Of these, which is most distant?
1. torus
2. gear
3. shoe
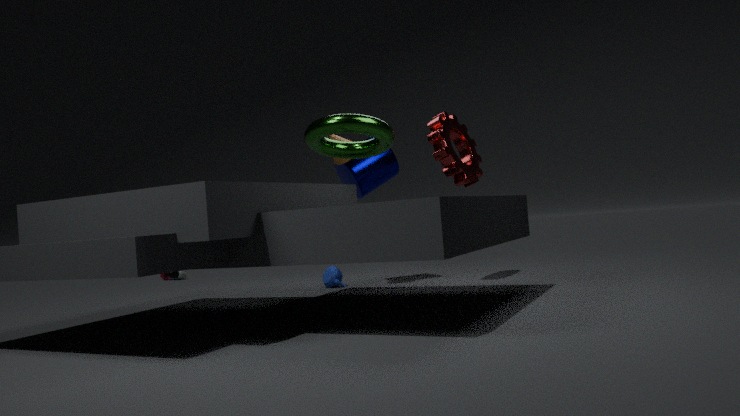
shoe
